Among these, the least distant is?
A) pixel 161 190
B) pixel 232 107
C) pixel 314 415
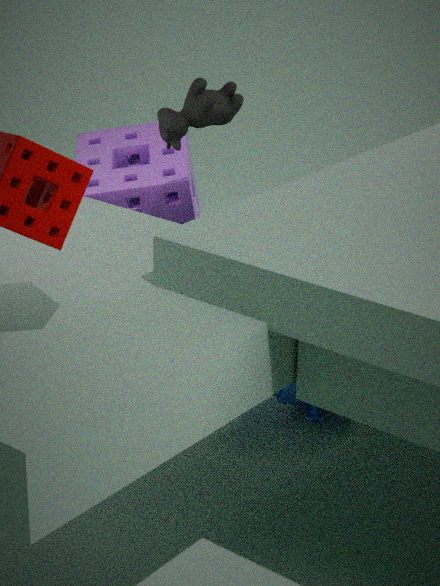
pixel 232 107
